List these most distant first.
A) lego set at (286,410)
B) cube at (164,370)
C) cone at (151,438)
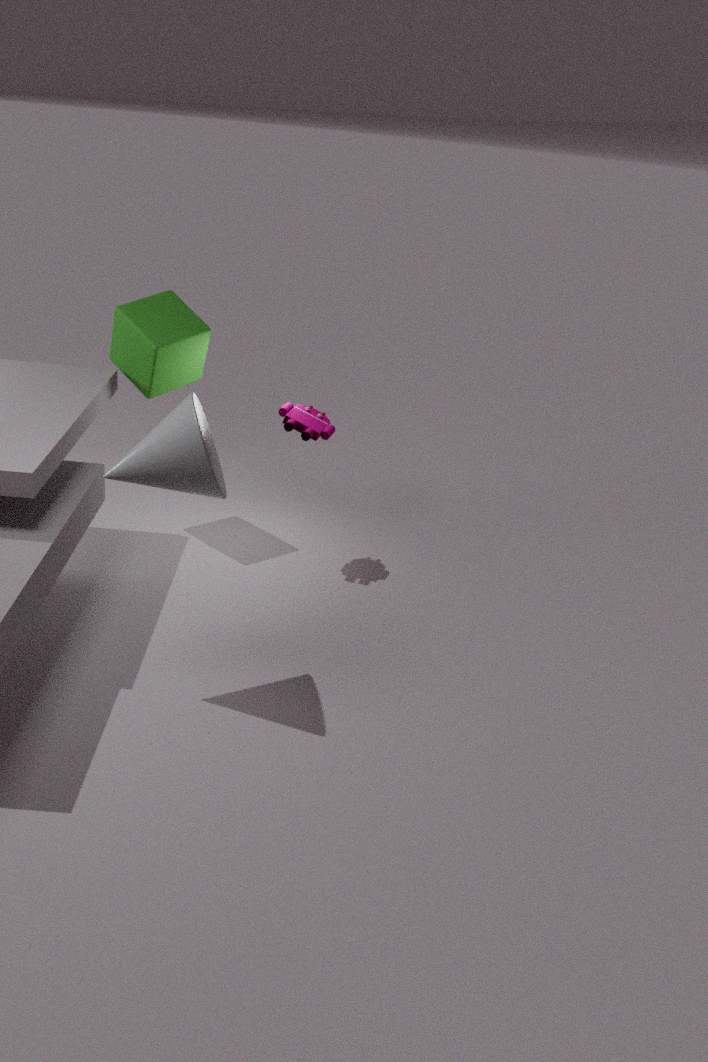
cube at (164,370), lego set at (286,410), cone at (151,438)
